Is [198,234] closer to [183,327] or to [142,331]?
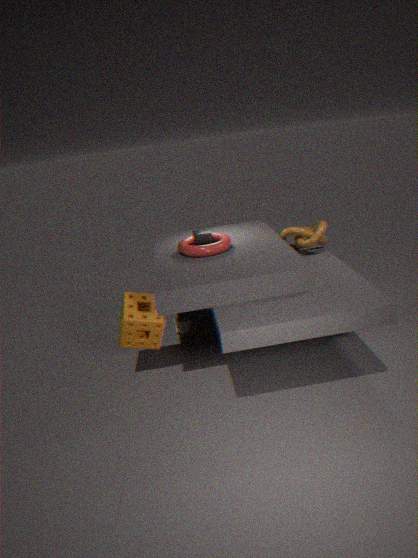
[142,331]
